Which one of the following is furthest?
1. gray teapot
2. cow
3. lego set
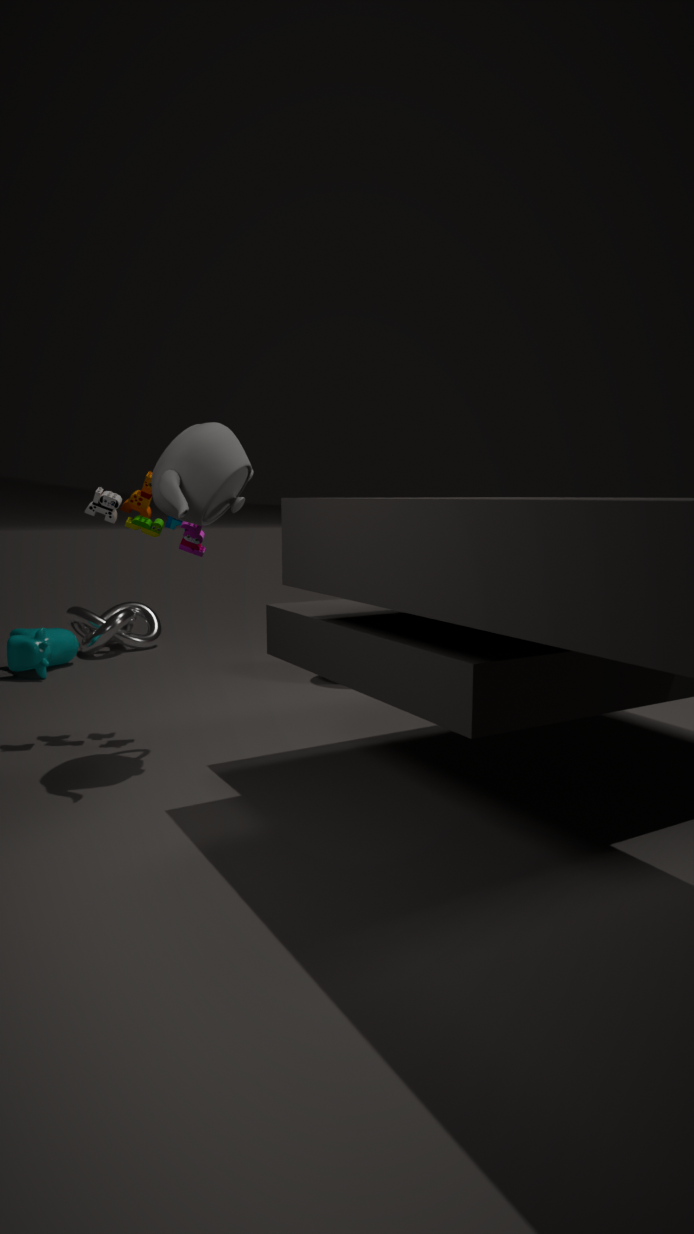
cow
